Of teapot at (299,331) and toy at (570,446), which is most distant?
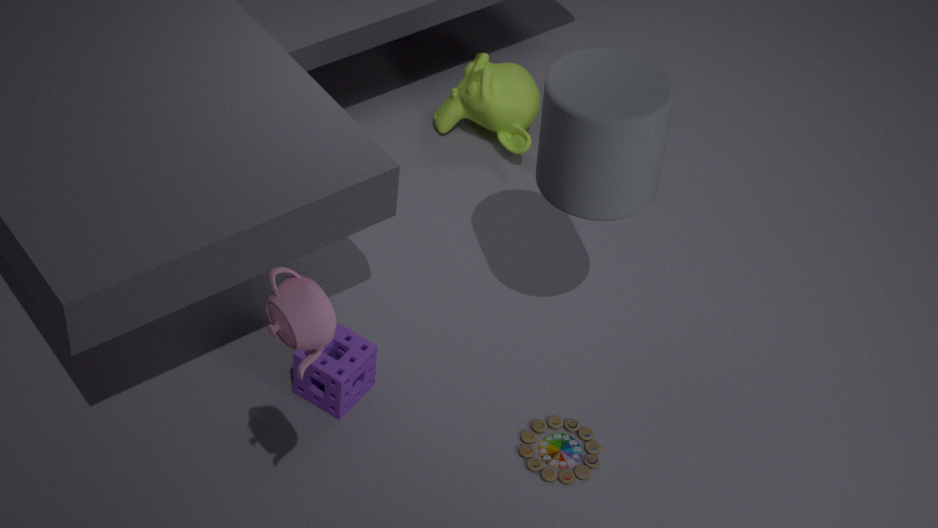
toy at (570,446)
